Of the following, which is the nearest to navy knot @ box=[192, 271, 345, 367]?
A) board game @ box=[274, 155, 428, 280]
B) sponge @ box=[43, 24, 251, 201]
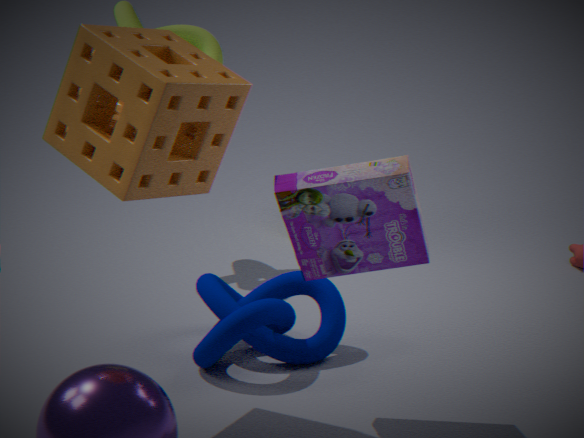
board game @ box=[274, 155, 428, 280]
